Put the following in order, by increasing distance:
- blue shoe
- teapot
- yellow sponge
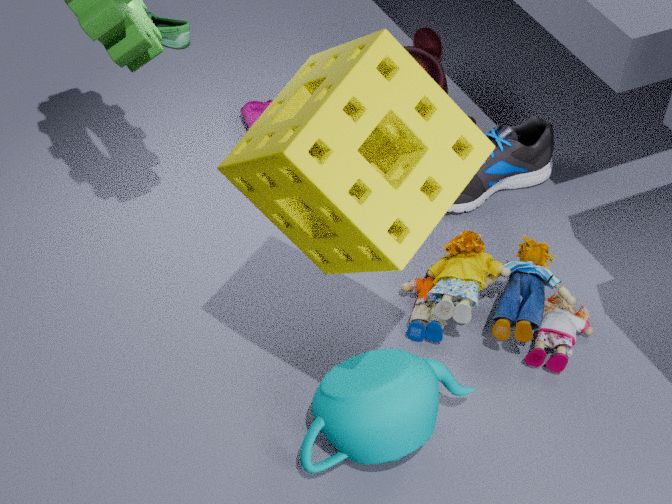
yellow sponge → teapot → blue shoe
